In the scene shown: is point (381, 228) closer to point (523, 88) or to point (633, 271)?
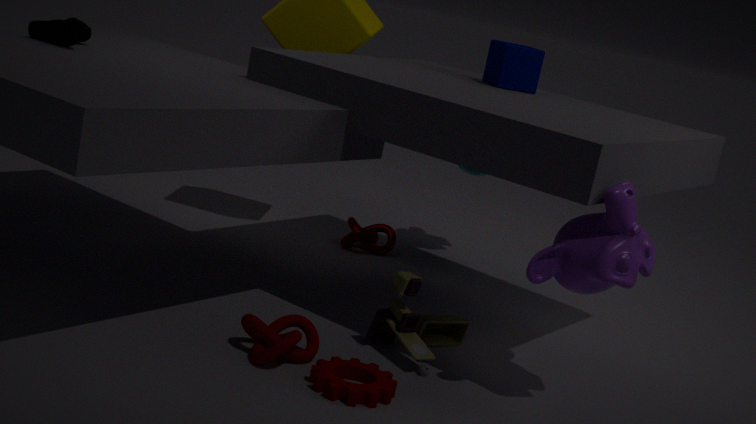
point (523, 88)
